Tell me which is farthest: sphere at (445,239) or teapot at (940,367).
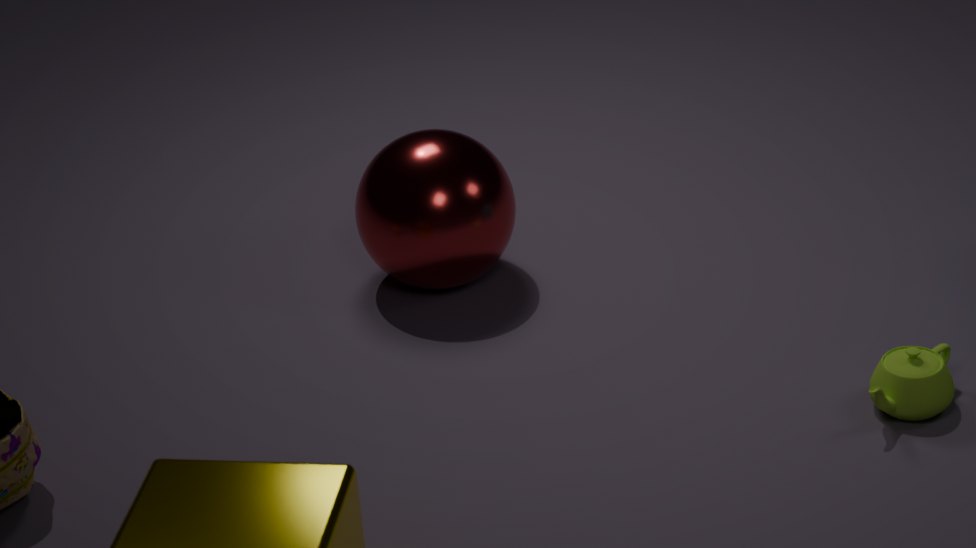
sphere at (445,239)
